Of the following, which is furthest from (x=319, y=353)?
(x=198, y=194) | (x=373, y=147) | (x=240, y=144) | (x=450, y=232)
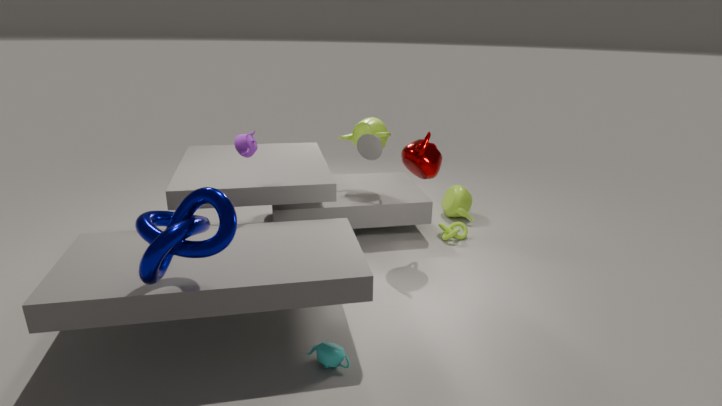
(x=450, y=232)
